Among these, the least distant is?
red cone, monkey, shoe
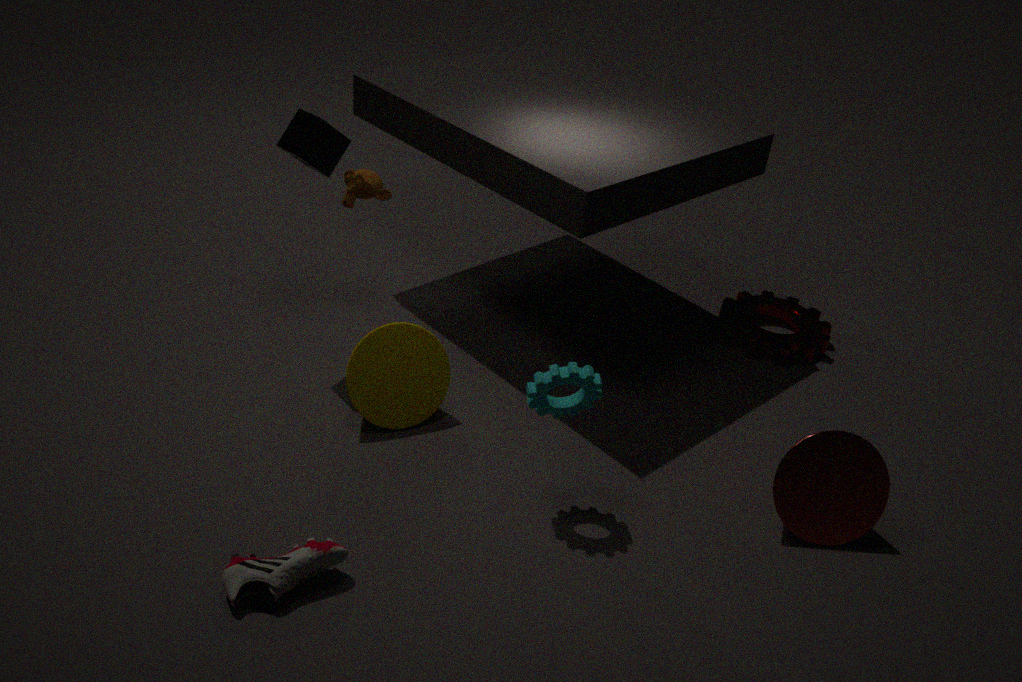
shoe
